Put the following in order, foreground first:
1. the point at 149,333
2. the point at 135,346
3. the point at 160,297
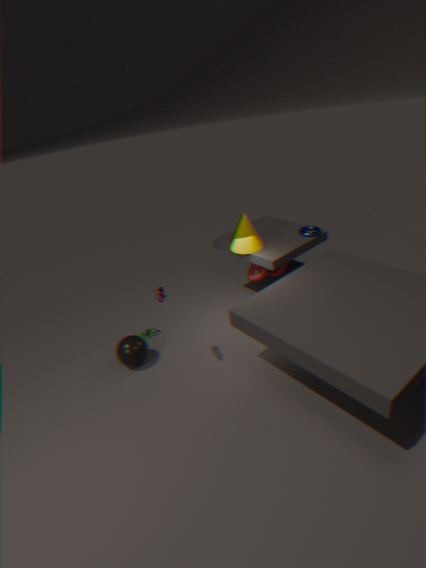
the point at 160,297
the point at 135,346
the point at 149,333
